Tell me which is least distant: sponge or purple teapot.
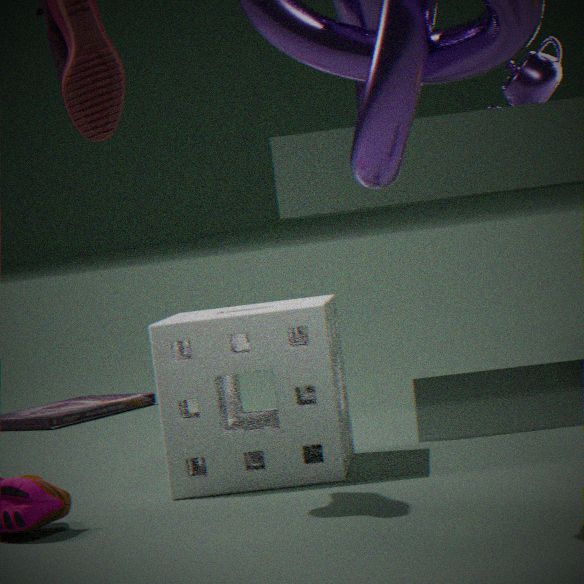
sponge
